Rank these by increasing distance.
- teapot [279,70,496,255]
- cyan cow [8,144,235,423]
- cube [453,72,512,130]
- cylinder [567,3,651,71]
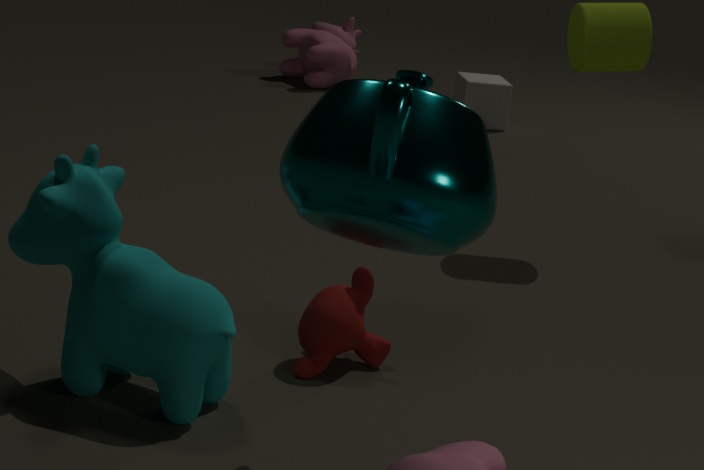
teapot [279,70,496,255] → cyan cow [8,144,235,423] → cylinder [567,3,651,71] → cube [453,72,512,130]
